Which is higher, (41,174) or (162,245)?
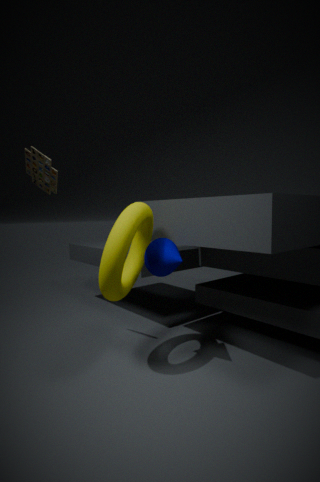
(41,174)
